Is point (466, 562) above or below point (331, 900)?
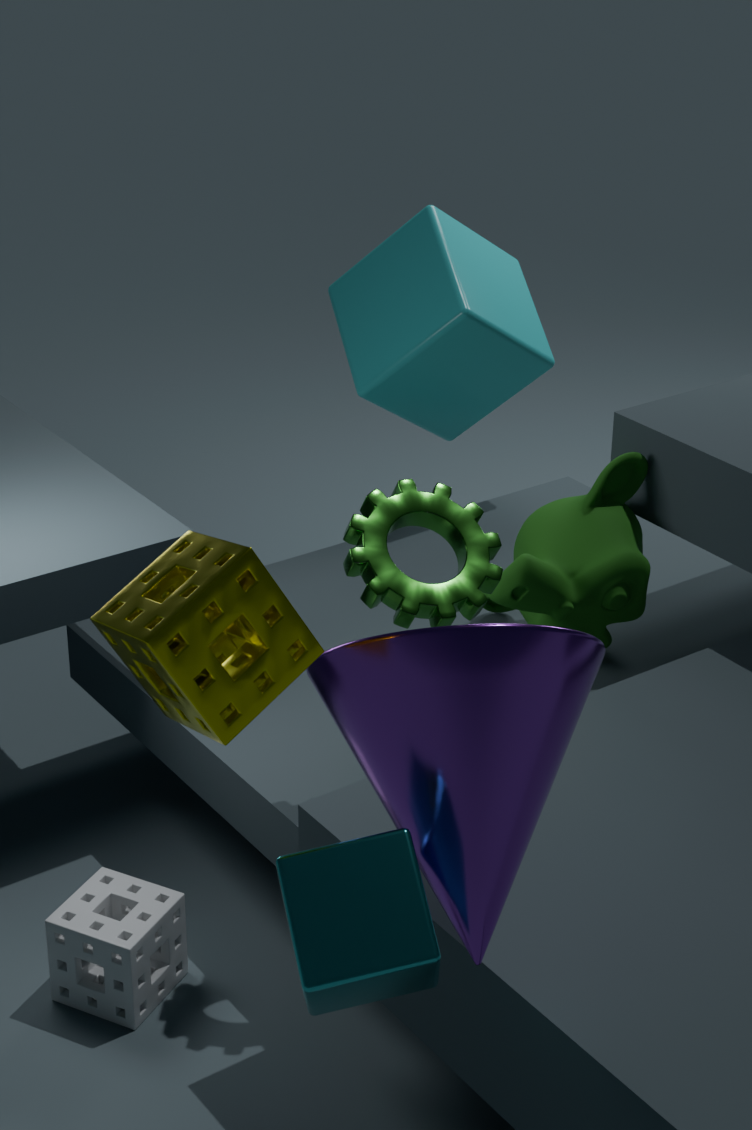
above
